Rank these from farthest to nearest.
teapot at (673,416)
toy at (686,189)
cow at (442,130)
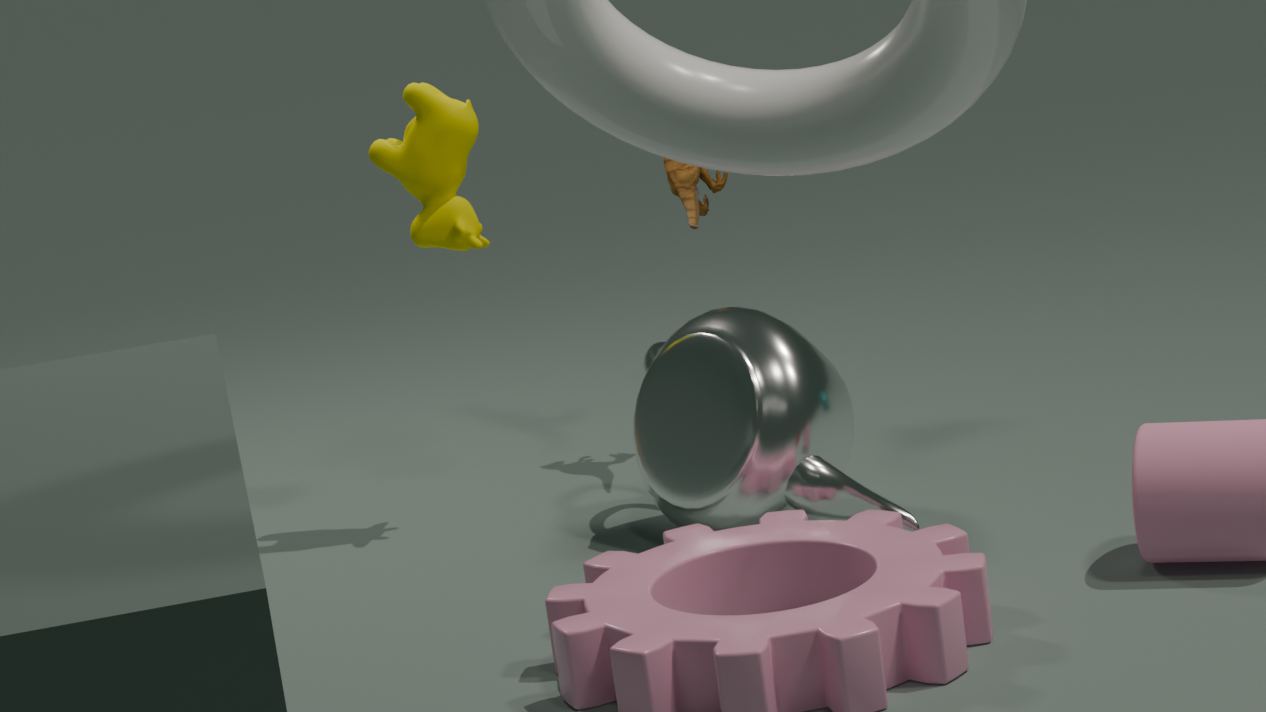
toy at (686,189) < cow at (442,130) < teapot at (673,416)
